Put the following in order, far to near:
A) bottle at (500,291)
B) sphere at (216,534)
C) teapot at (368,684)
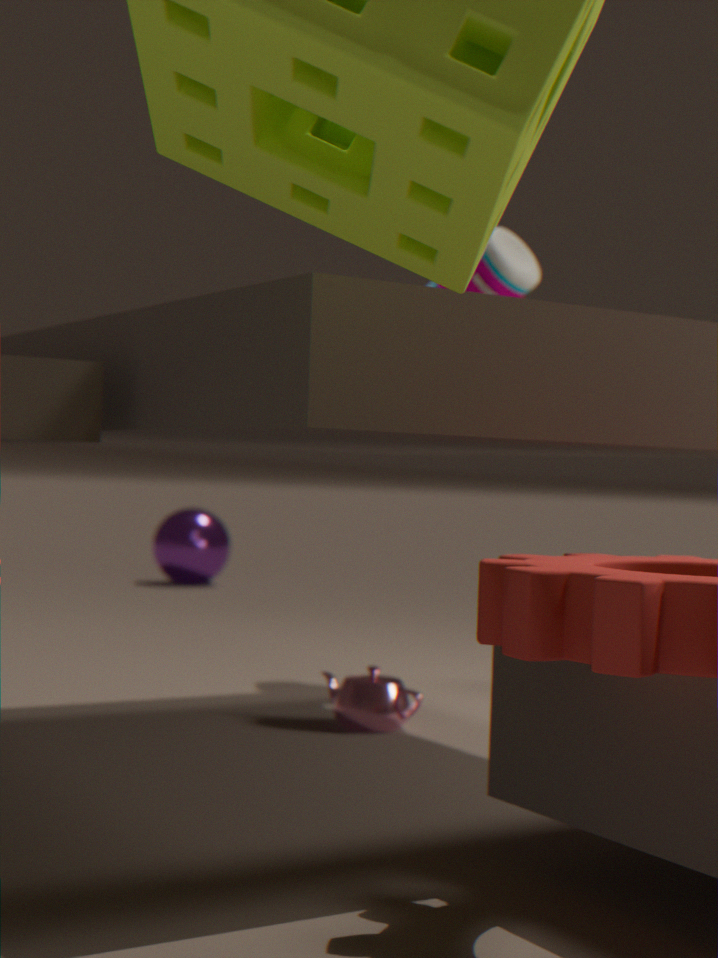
sphere at (216,534) < bottle at (500,291) < teapot at (368,684)
